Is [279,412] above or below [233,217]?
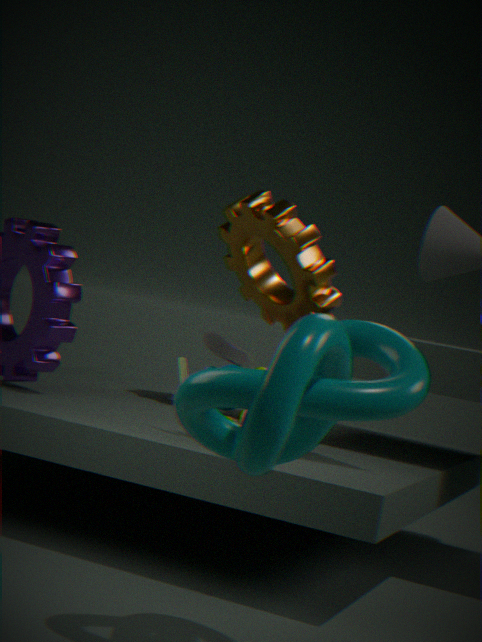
below
